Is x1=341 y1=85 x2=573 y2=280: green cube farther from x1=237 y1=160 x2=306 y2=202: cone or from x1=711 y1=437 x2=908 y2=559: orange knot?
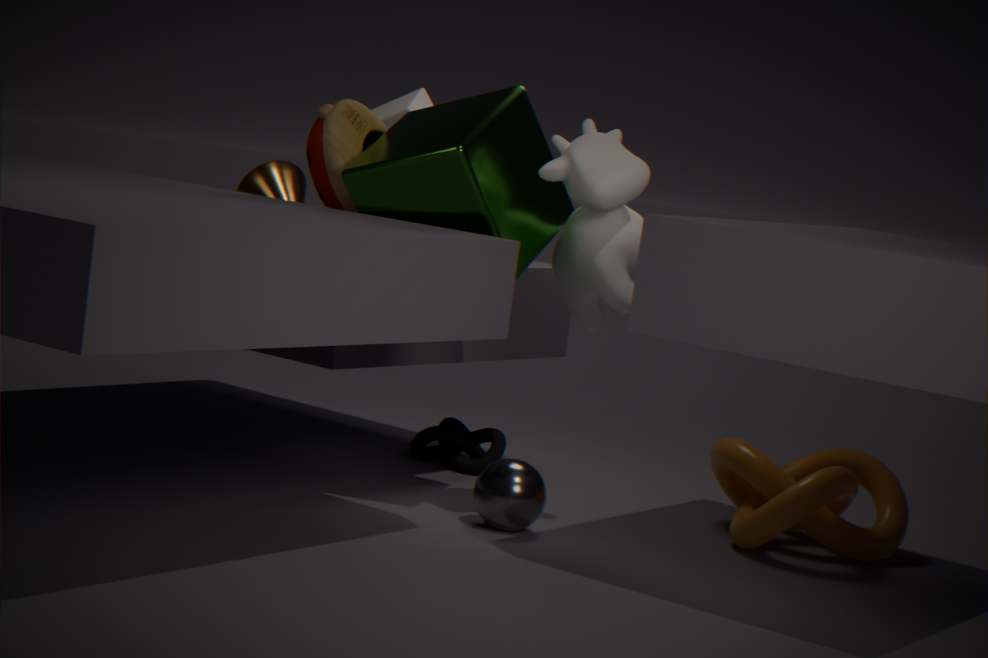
x1=711 y1=437 x2=908 y2=559: orange knot
